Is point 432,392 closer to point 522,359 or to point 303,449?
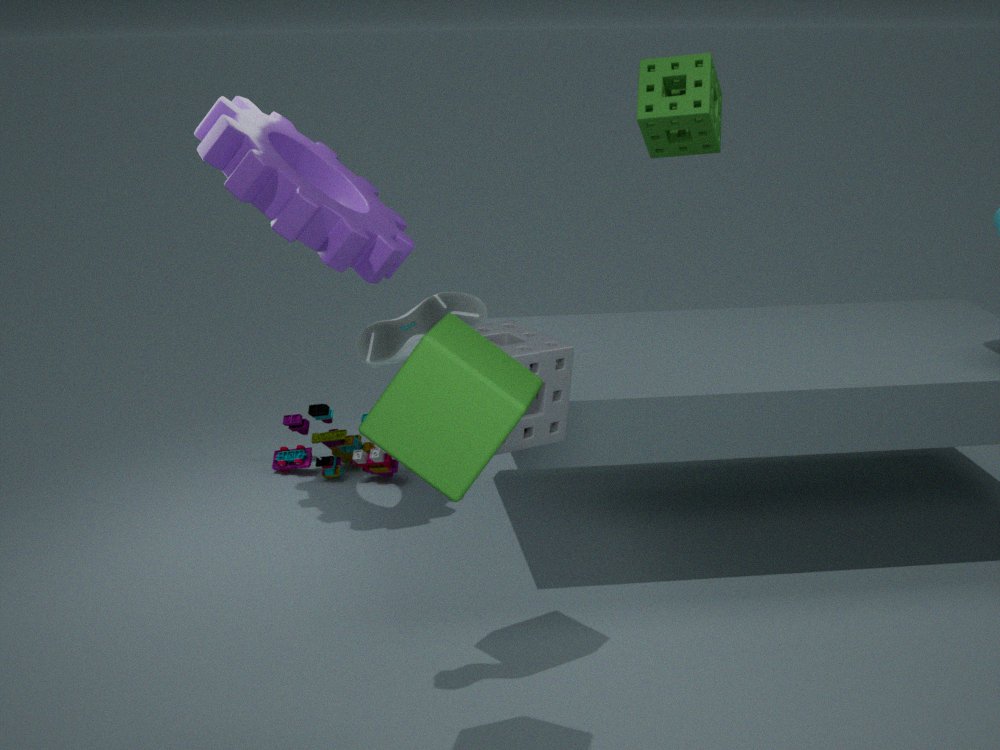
point 522,359
